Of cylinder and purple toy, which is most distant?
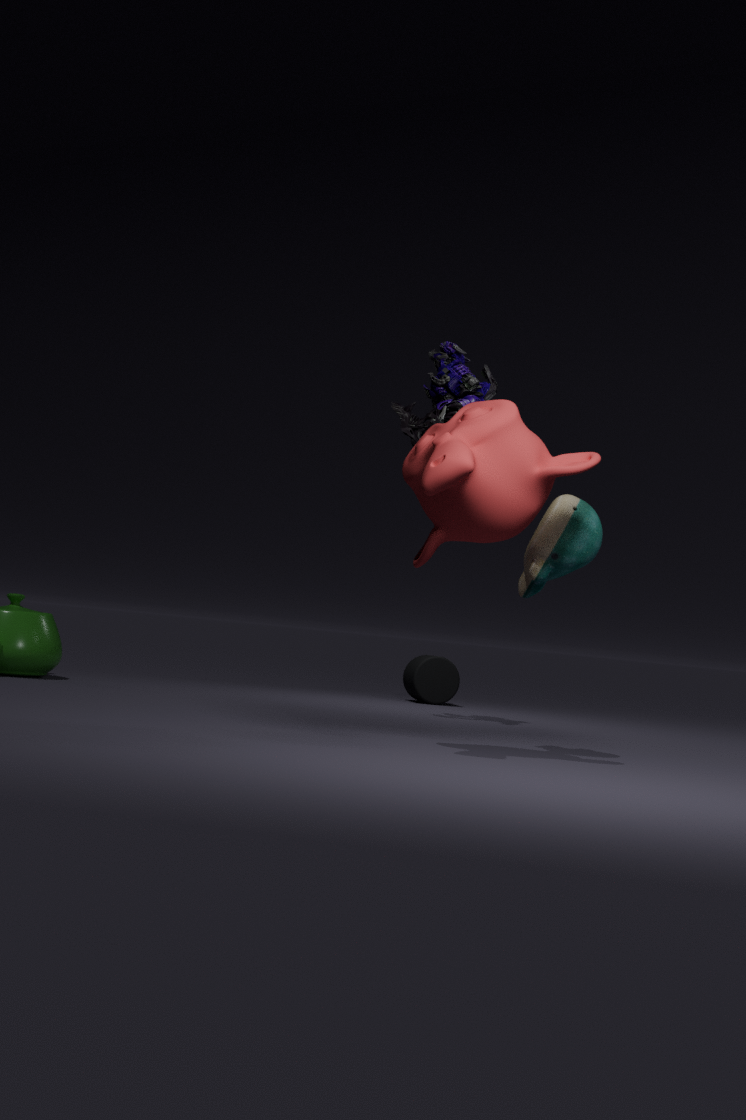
cylinder
